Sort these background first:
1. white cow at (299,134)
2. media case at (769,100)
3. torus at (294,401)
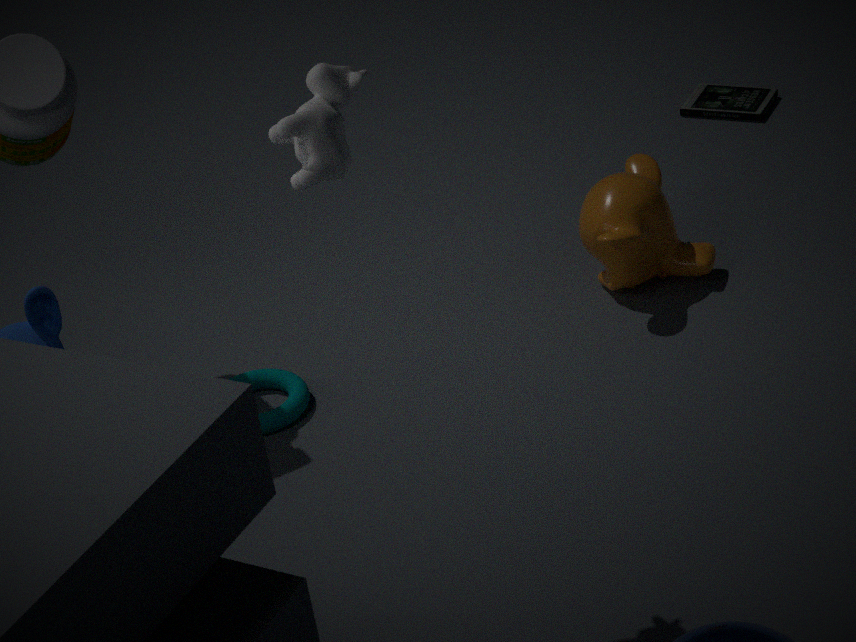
media case at (769,100) → torus at (294,401) → white cow at (299,134)
